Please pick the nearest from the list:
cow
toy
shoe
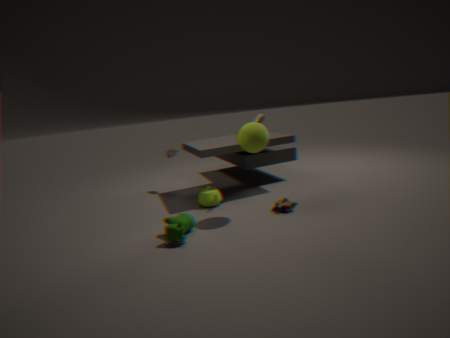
cow
